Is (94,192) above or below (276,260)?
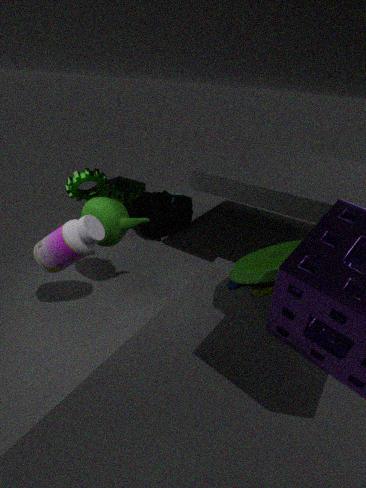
above
